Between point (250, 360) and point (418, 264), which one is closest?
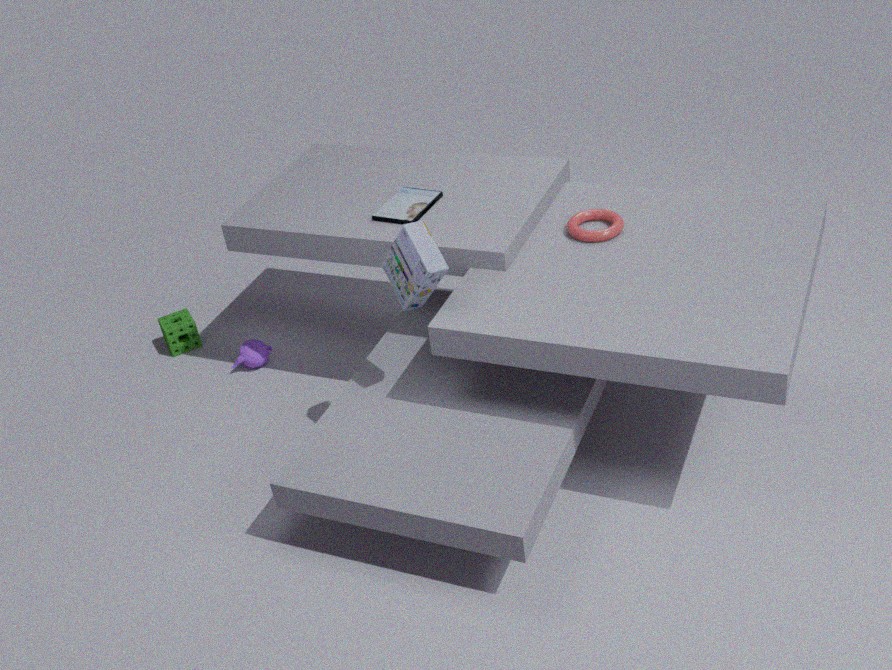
point (418, 264)
